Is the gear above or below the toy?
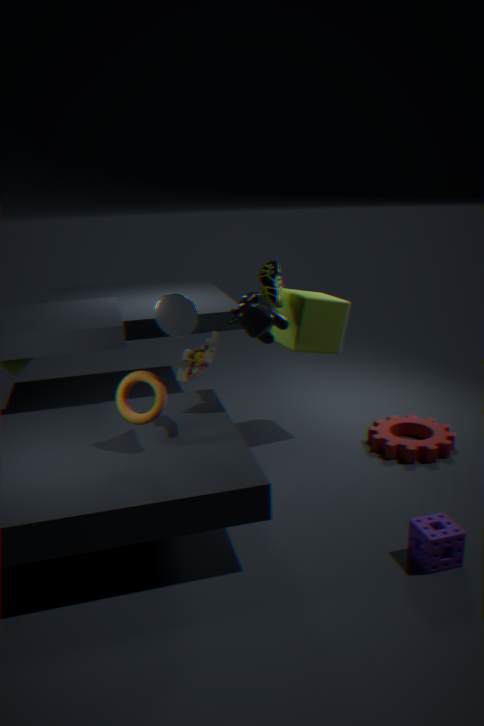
below
